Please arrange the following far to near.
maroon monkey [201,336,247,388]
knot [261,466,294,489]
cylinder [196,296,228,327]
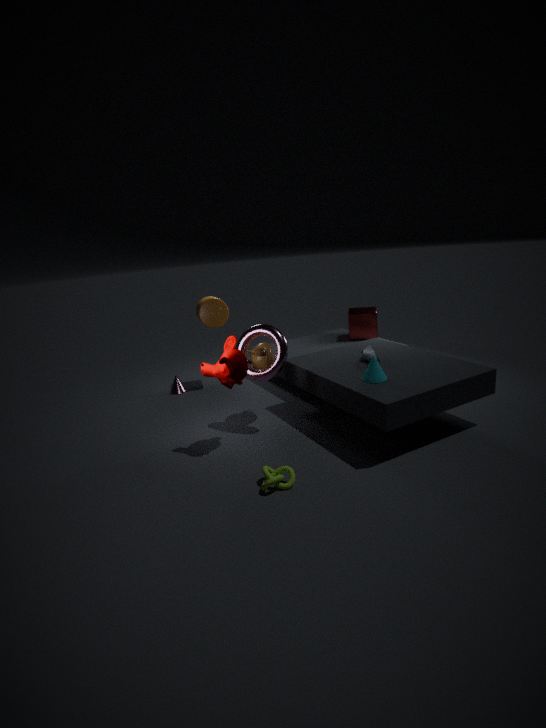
cylinder [196,296,228,327], maroon monkey [201,336,247,388], knot [261,466,294,489]
